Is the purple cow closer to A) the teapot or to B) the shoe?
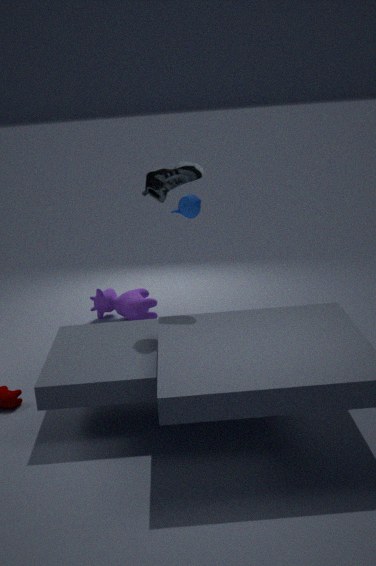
A) the teapot
